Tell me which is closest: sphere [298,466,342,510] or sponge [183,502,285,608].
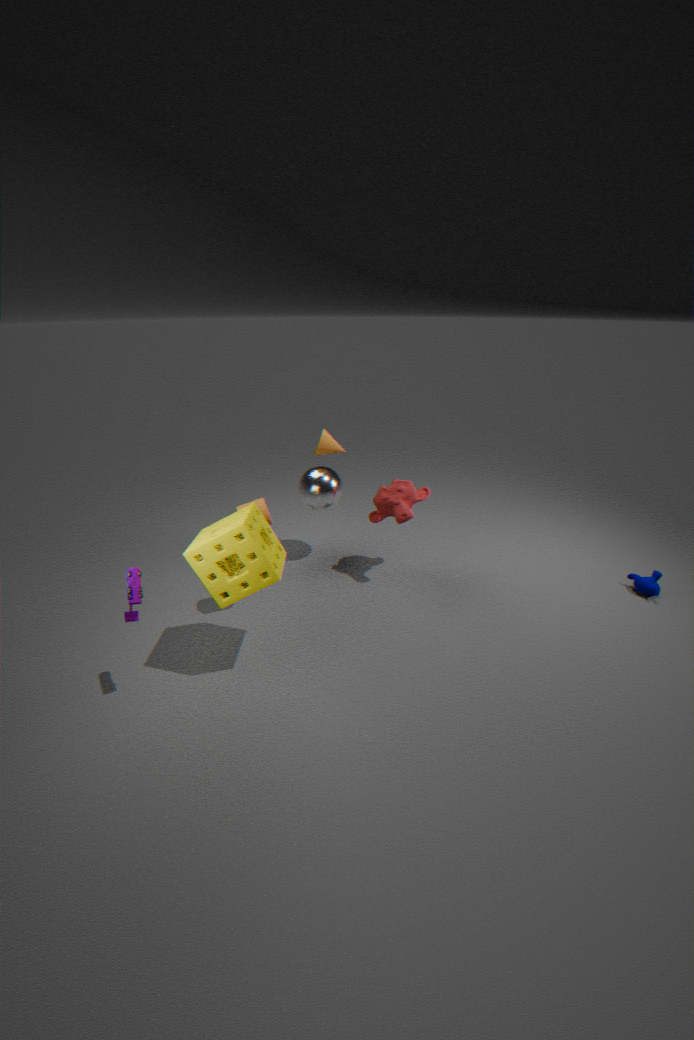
sponge [183,502,285,608]
